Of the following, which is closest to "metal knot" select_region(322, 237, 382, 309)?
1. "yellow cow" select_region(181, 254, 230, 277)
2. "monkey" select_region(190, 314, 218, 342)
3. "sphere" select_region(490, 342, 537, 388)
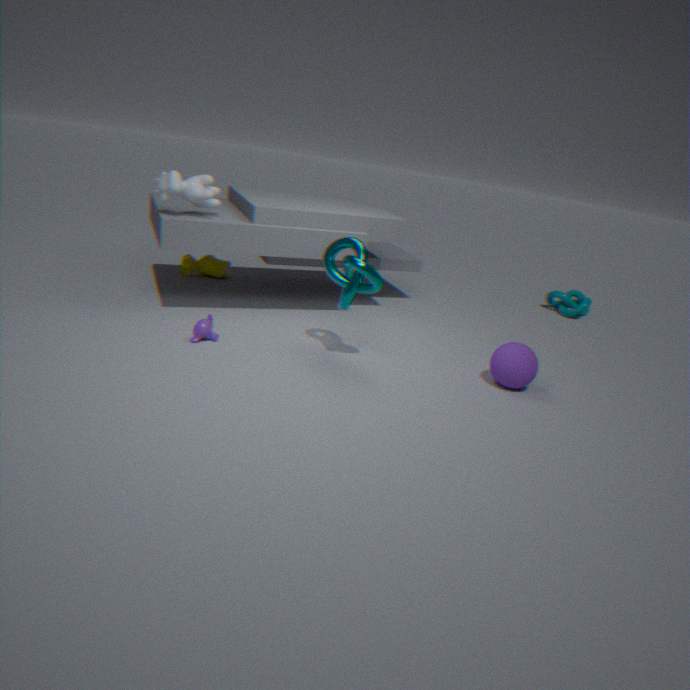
"monkey" select_region(190, 314, 218, 342)
